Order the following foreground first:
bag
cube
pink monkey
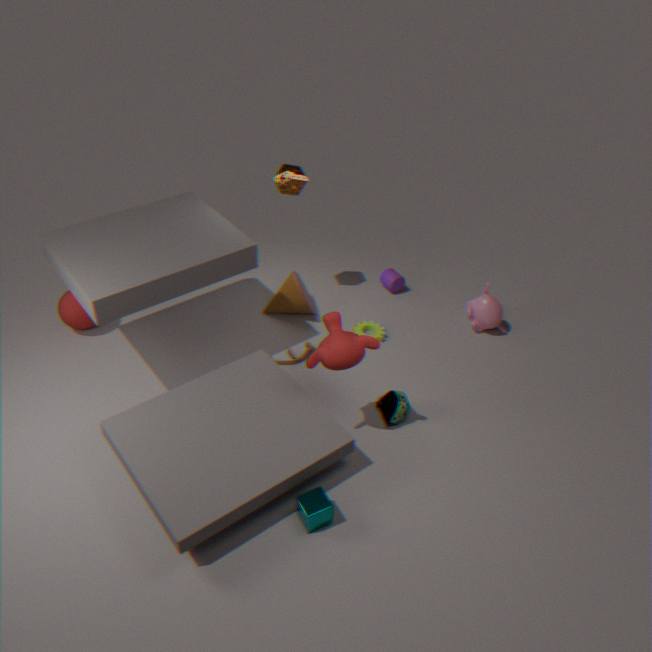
1. cube
2. bag
3. pink monkey
